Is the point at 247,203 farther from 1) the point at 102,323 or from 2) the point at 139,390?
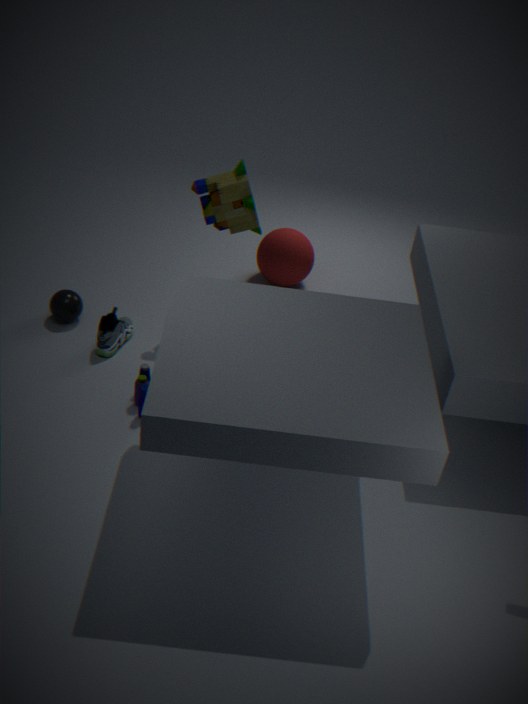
2) the point at 139,390
